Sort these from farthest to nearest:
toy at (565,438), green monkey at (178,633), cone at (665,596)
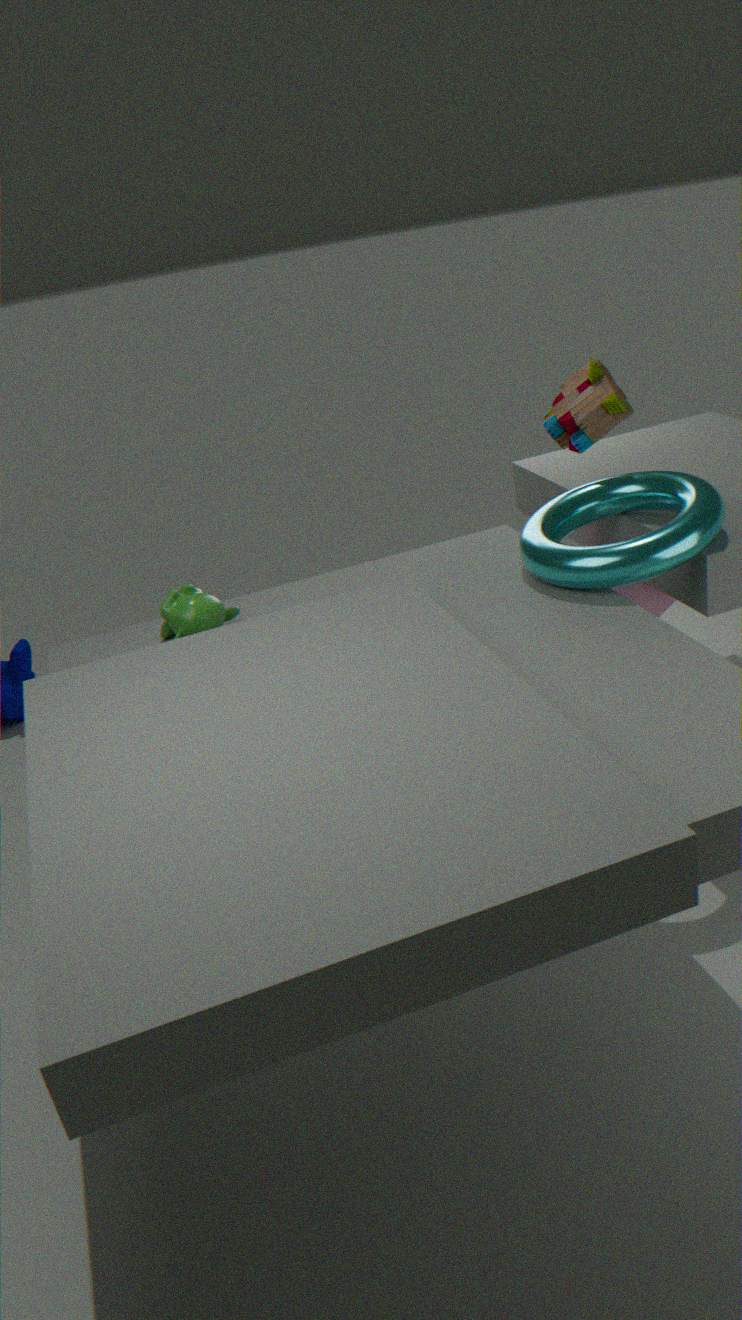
cone at (665,596)
toy at (565,438)
green monkey at (178,633)
